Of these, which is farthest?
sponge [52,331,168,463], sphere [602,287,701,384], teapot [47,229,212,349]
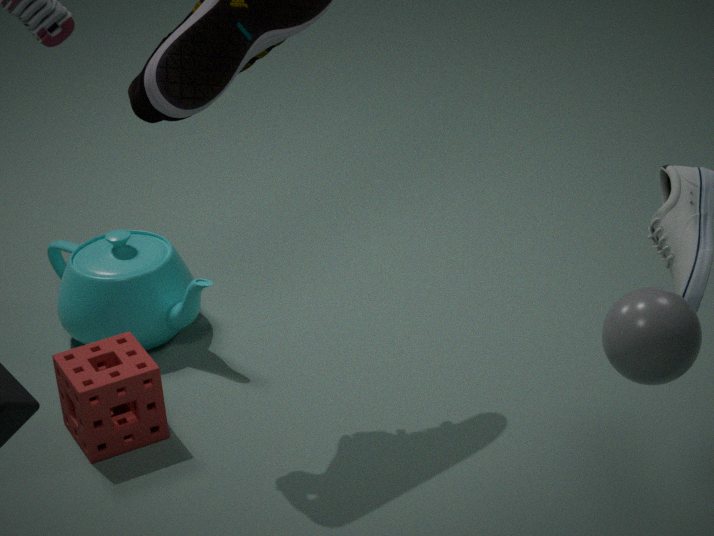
teapot [47,229,212,349]
